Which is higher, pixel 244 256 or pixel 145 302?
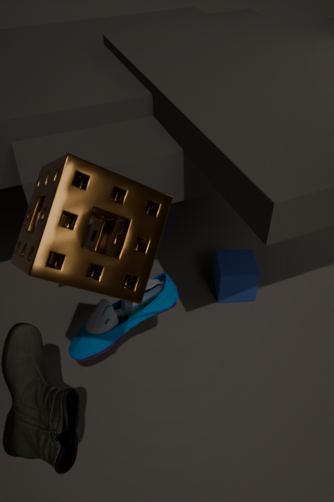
pixel 145 302
